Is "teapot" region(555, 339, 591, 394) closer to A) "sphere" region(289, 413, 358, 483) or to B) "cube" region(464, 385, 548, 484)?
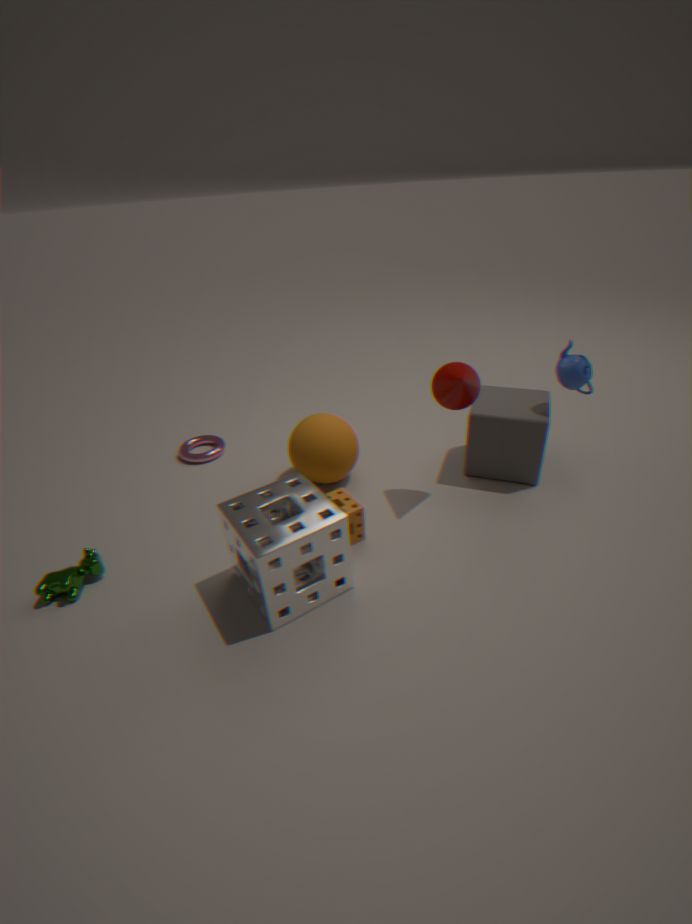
B) "cube" region(464, 385, 548, 484)
